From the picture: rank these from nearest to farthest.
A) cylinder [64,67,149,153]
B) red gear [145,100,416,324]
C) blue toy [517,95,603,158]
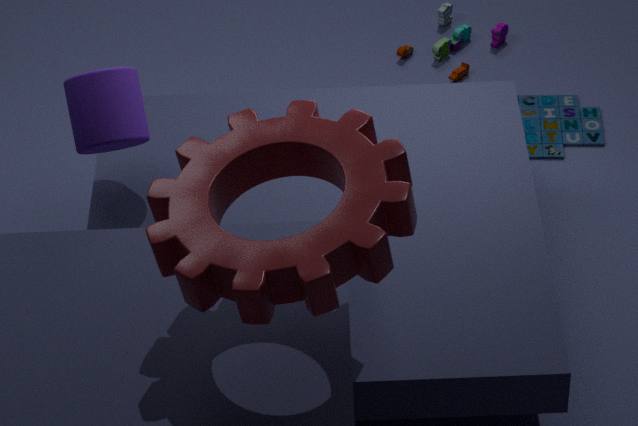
red gear [145,100,416,324] < cylinder [64,67,149,153] < blue toy [517,95,603,158]
